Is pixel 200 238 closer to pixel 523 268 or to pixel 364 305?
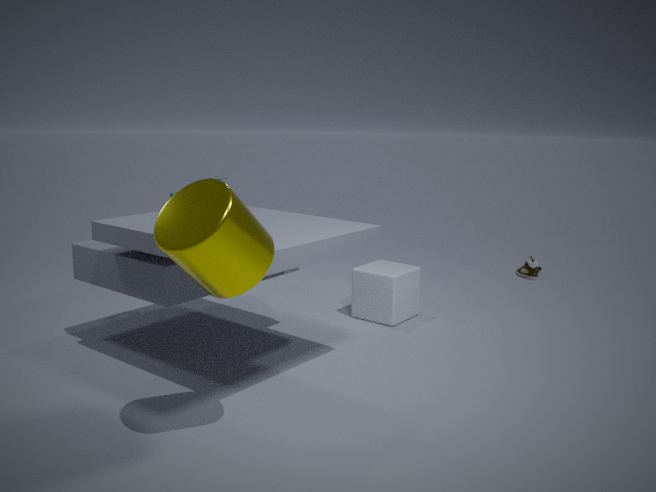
pixel 364 305
